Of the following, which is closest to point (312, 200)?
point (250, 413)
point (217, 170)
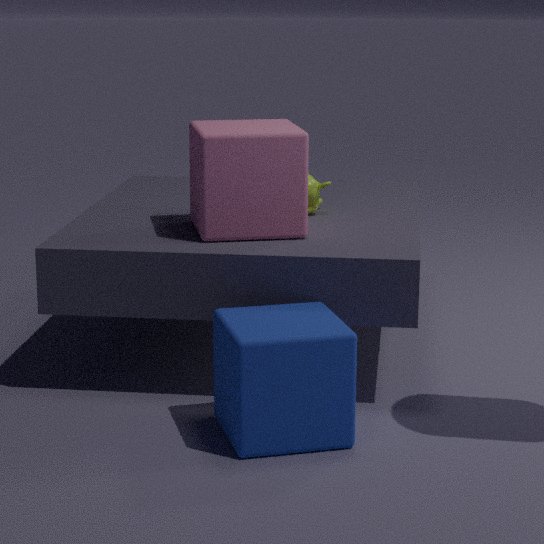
point (217, 170)
